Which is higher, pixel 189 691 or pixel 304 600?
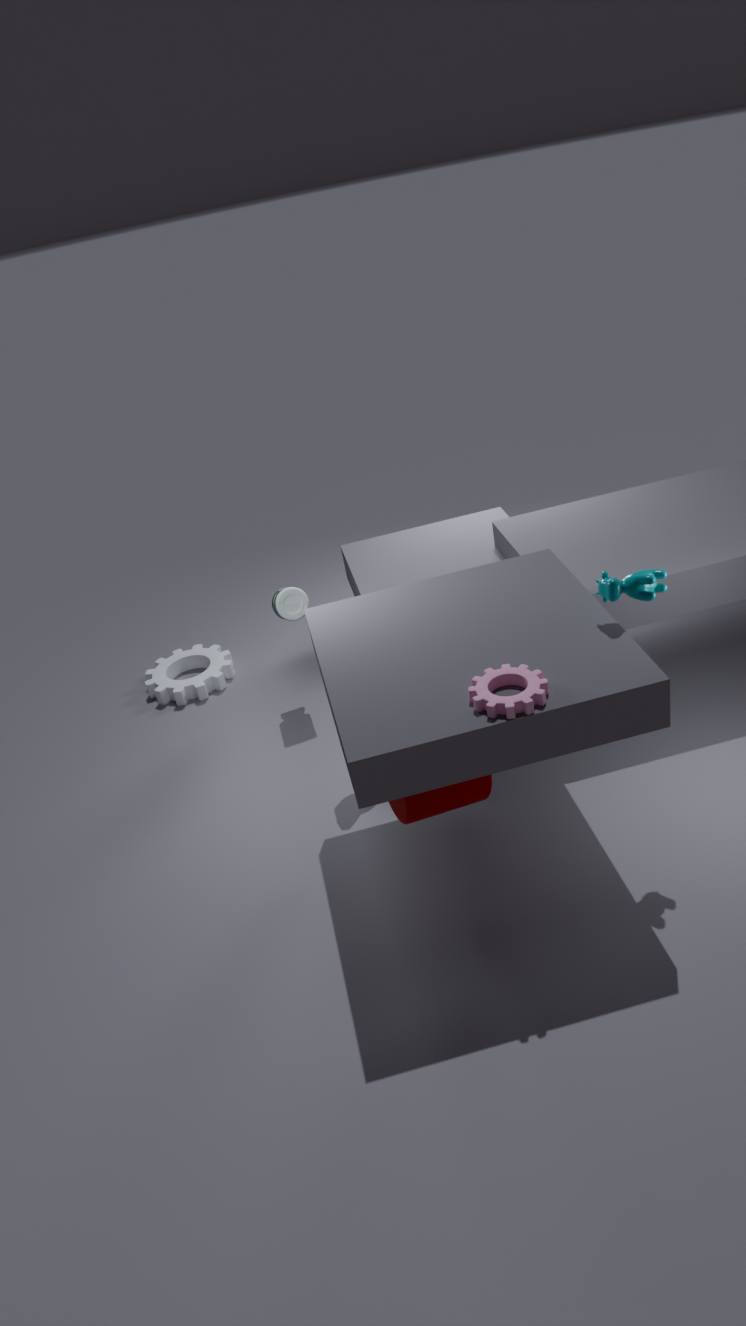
pixel 304 600
